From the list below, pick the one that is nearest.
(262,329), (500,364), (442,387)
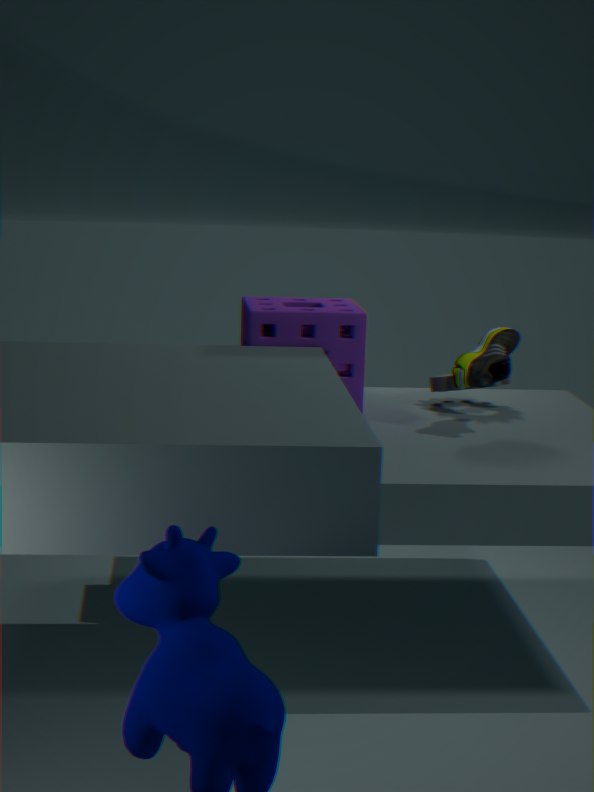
(500,364)
